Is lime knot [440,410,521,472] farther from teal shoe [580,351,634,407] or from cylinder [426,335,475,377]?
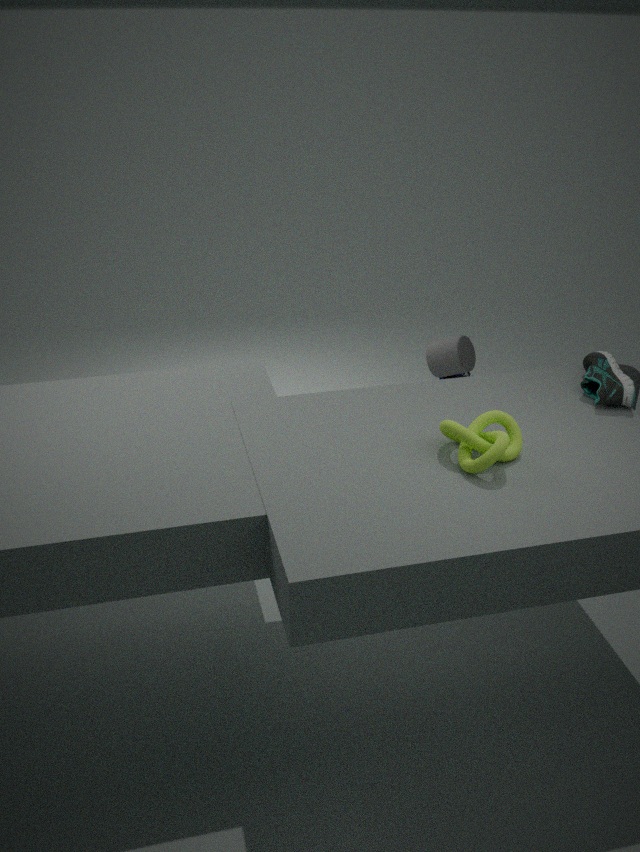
→ cylinder [426,335,475,377]
